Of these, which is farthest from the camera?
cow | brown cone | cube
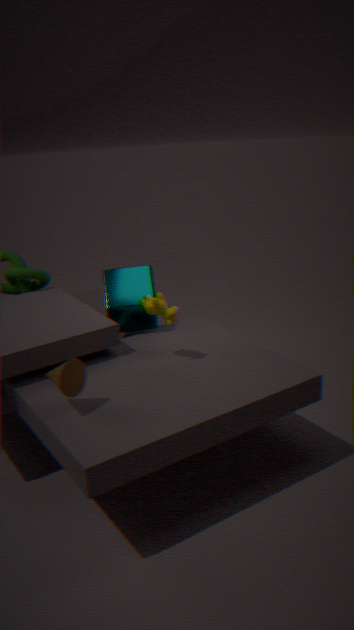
cube
